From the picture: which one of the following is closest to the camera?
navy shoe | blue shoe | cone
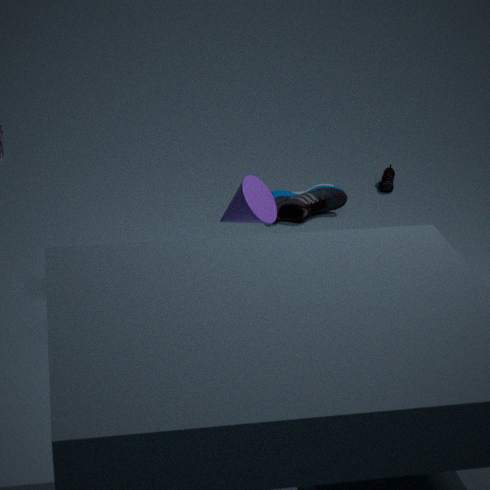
cone
